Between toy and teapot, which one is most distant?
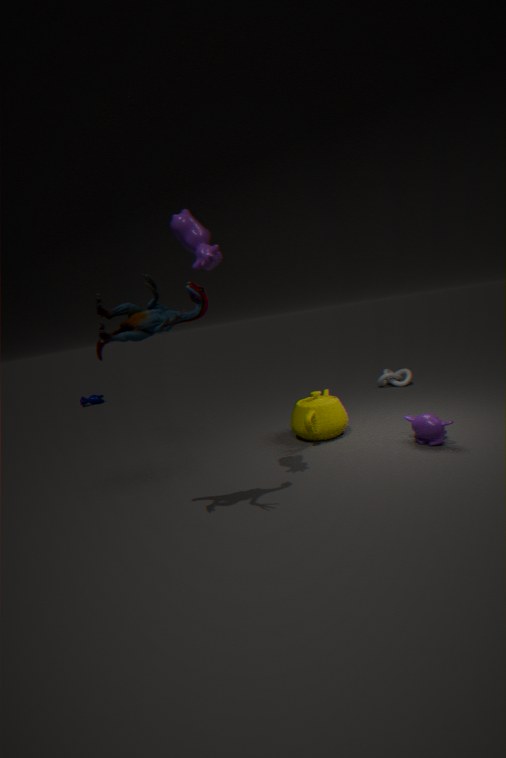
teapot
